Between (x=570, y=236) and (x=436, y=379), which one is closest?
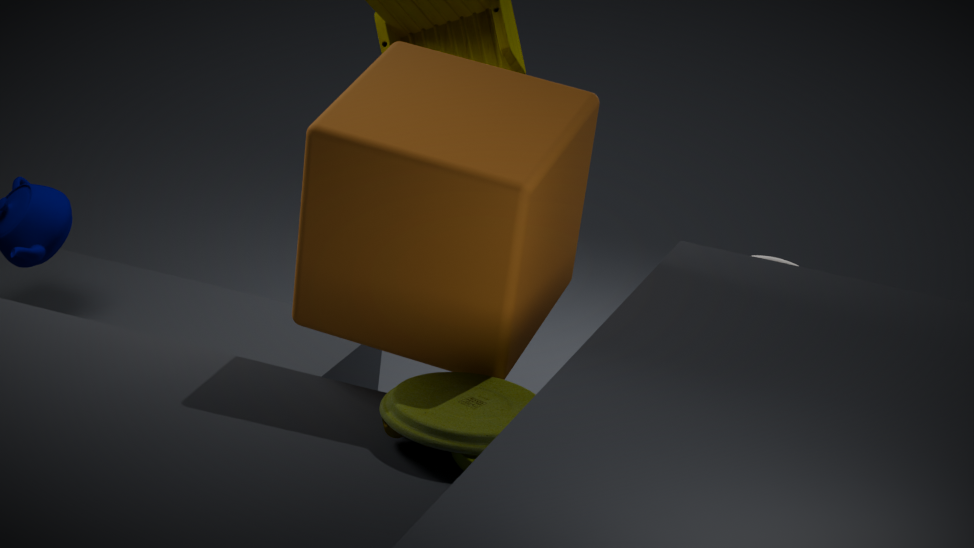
(x=436, y=379)
